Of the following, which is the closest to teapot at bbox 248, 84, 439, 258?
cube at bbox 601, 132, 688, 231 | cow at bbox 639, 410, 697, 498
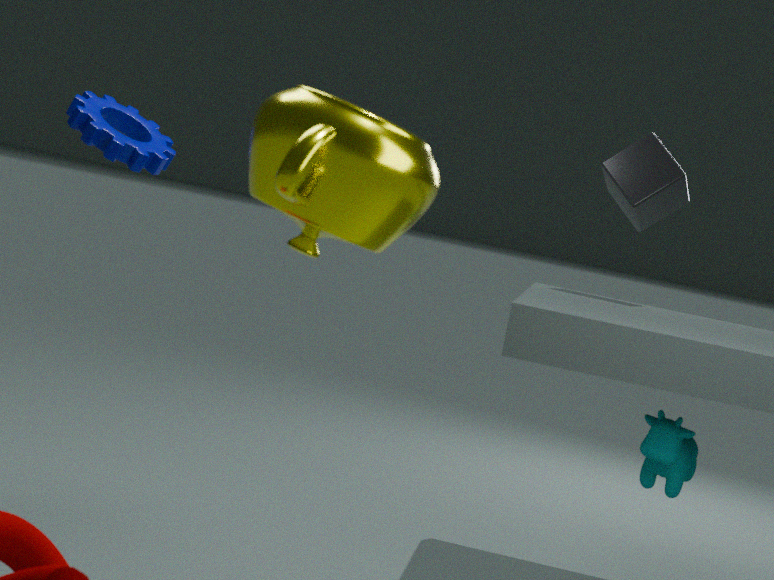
cow at bbox 639, 410, 697, 498
